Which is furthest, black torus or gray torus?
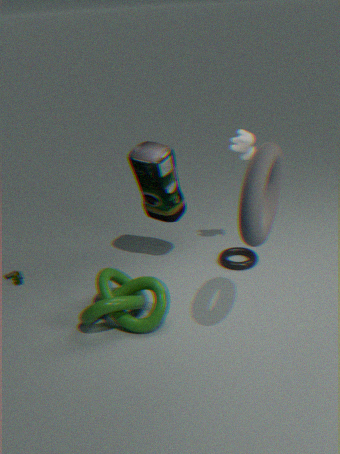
black torus
